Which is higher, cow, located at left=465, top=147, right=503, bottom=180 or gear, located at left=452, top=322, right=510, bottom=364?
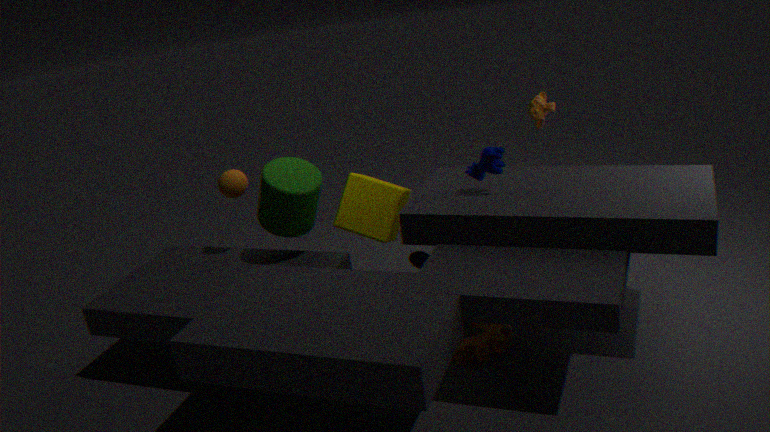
cow, located at left=465, top=147, right=503, bottom=180
